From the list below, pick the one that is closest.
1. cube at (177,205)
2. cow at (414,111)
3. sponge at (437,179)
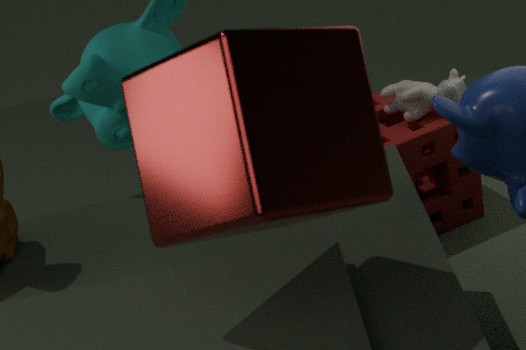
cube at (177,205)
